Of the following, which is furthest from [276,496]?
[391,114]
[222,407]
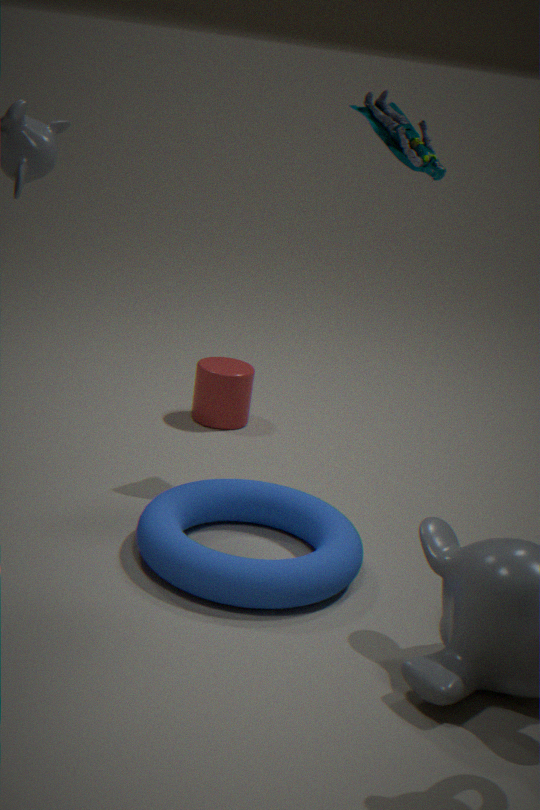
[391,114]
